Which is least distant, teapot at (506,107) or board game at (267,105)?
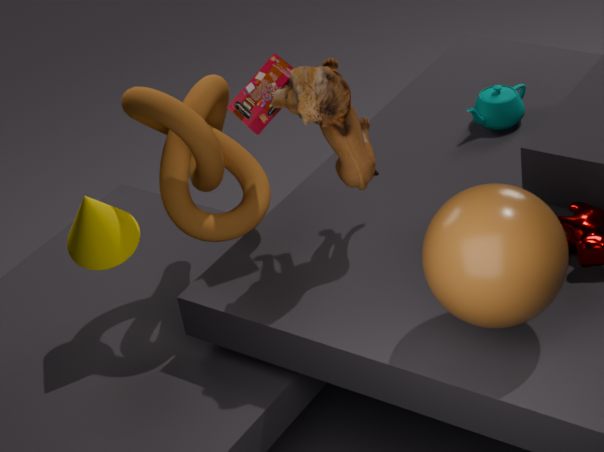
board game at (267,105)
